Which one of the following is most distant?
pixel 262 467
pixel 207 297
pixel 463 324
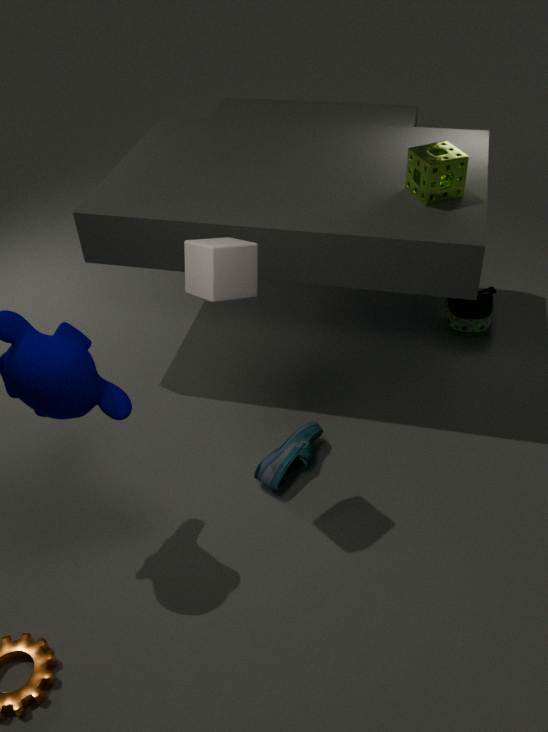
pixel 463 324
